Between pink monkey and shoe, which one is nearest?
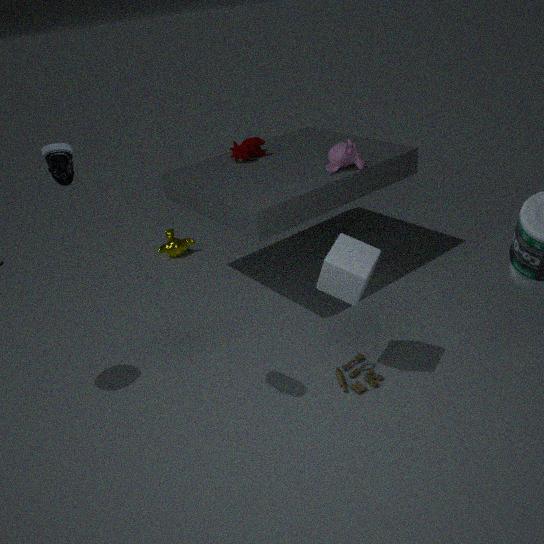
shoe
